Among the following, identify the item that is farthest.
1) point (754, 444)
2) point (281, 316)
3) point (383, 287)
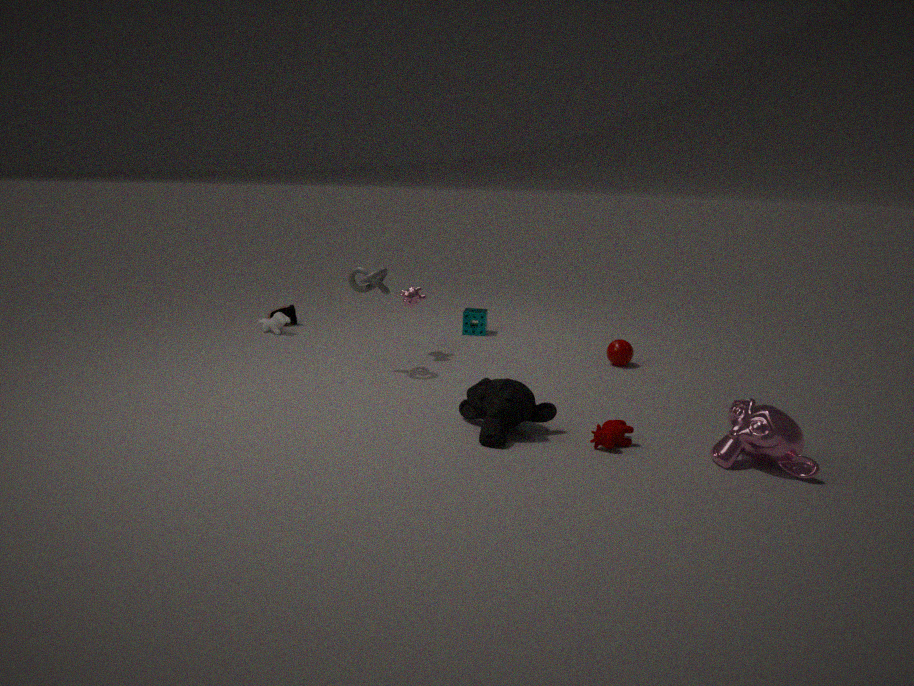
2. point (281, 316)
